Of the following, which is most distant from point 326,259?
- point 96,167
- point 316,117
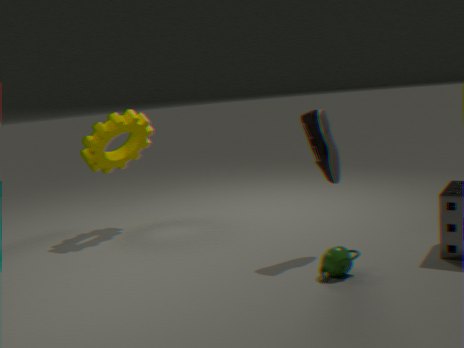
point 96,167
